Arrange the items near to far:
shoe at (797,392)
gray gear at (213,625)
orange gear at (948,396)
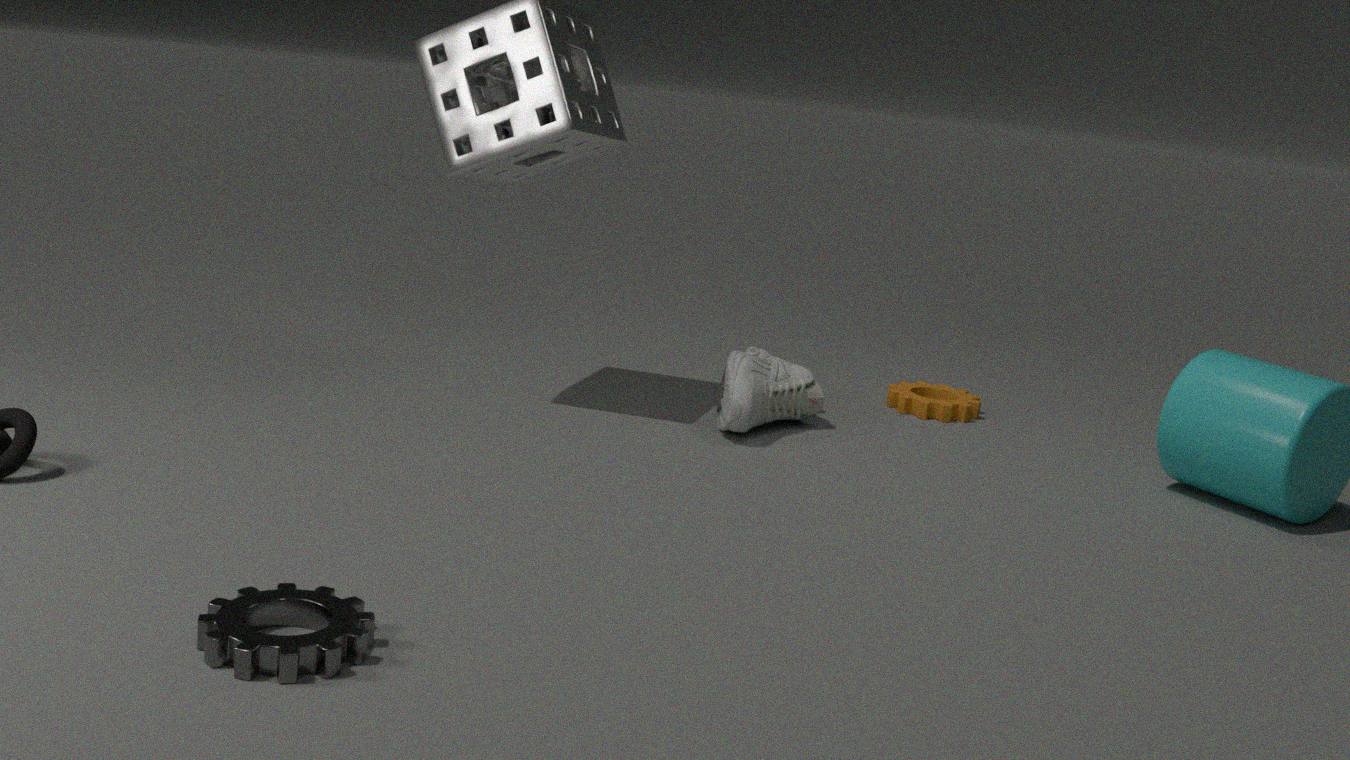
gray gear at (213,625)
shoe at (797,392)
orange gear at (948,396)
